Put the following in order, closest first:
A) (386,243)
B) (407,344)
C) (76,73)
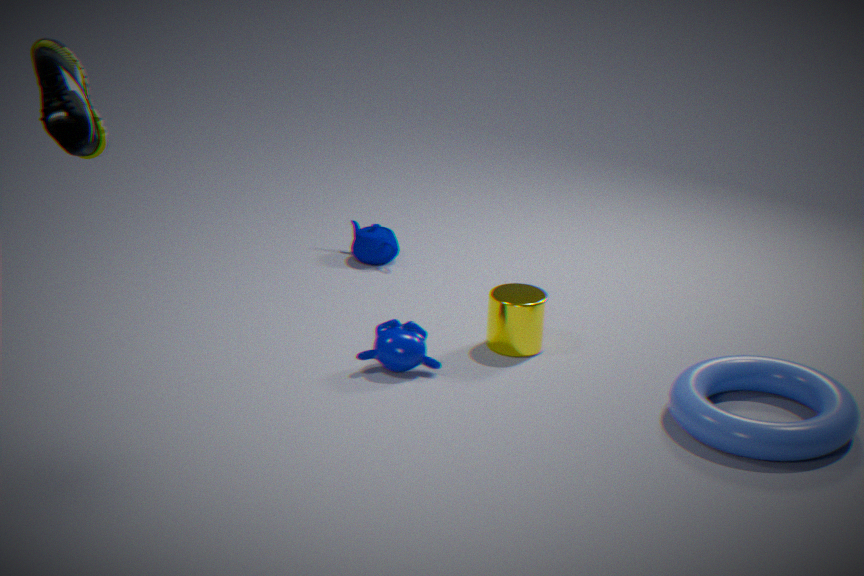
(76,73) → (407,344) → (386,243)
